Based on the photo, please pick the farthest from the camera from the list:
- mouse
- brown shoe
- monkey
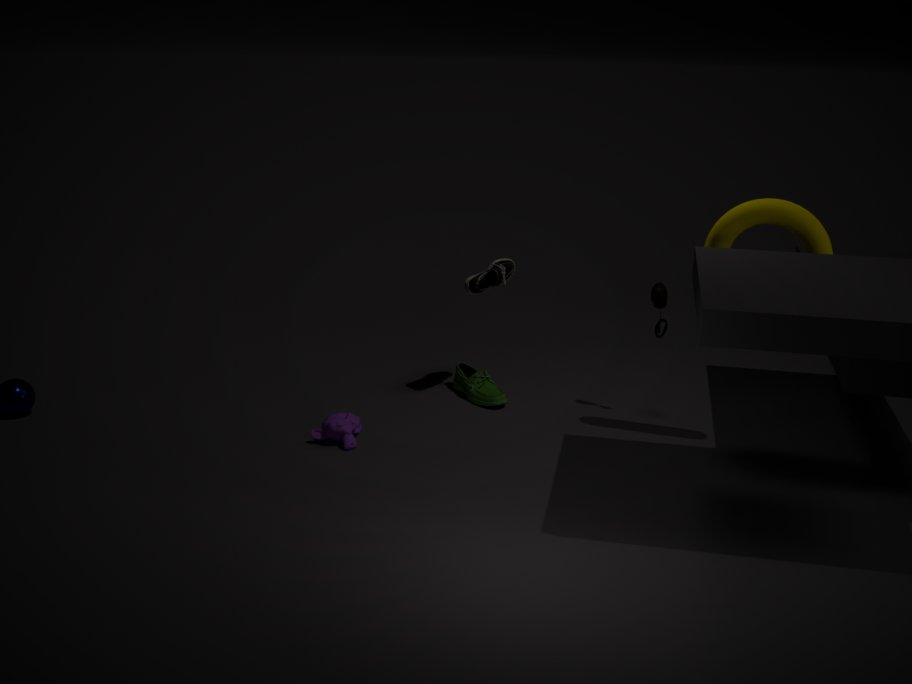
brown shoe
